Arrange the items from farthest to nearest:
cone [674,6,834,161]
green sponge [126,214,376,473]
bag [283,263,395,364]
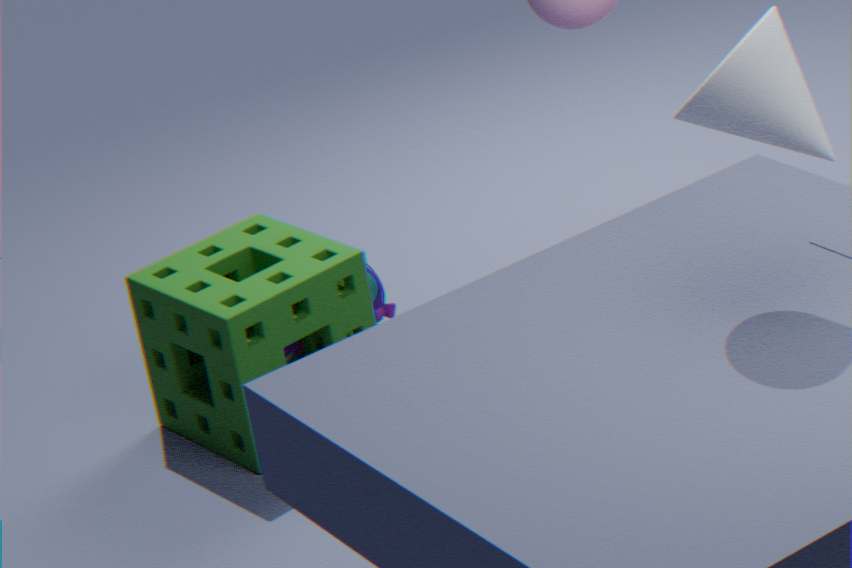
bag [283,263,395,364] → green sponge [126,214,376,473] → cone [674,6,834,161]
